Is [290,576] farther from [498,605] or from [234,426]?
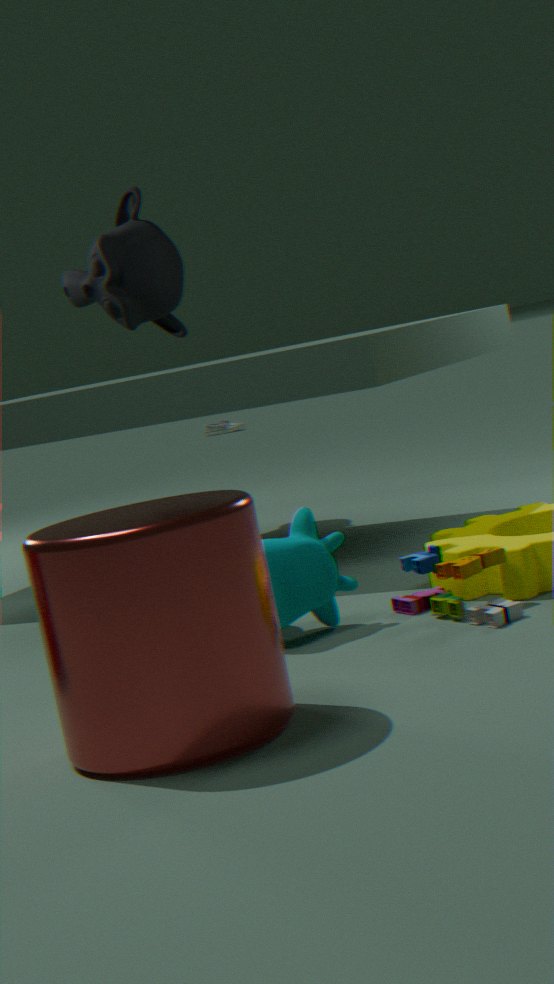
[234,426]
